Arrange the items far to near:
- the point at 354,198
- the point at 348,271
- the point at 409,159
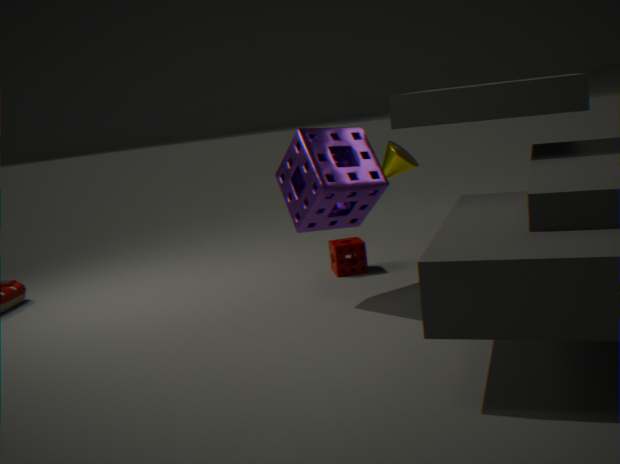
the point at 348,271, the point at 409,159, the point at 354,198
